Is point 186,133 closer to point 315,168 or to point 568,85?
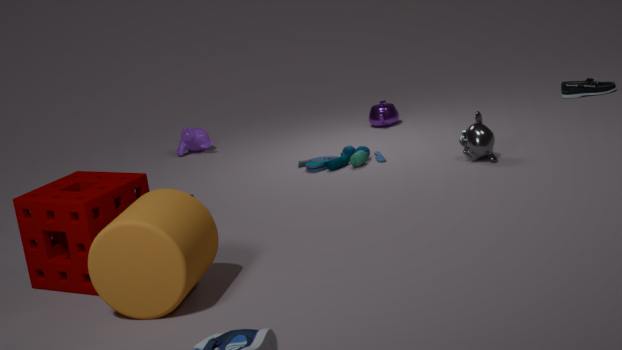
point 315,168
